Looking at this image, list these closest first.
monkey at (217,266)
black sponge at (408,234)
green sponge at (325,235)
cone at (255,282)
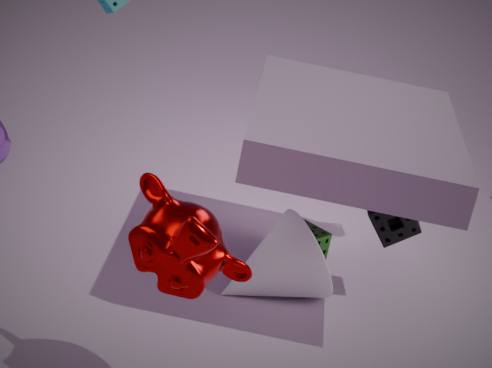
1. monkey at (217,266)
2. cone at (255,282)
3. black sponge at (408,234)
4. green sponge at (325,235)
